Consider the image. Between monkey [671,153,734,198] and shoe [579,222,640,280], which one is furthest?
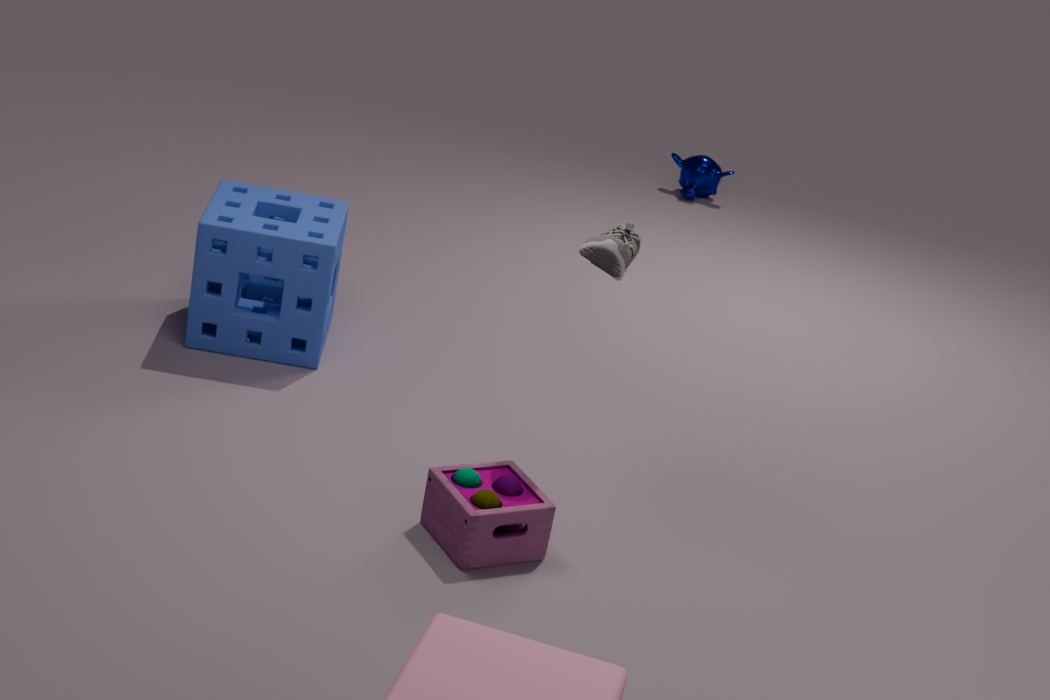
monkey [671,153,734,198]
